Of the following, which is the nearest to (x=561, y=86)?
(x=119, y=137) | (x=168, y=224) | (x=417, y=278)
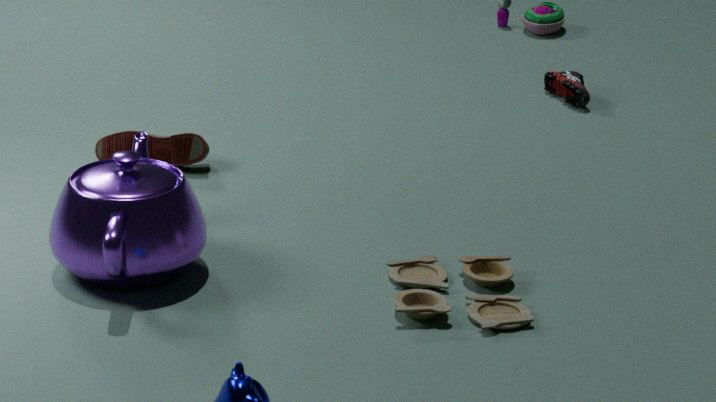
(x=119, y=137)
